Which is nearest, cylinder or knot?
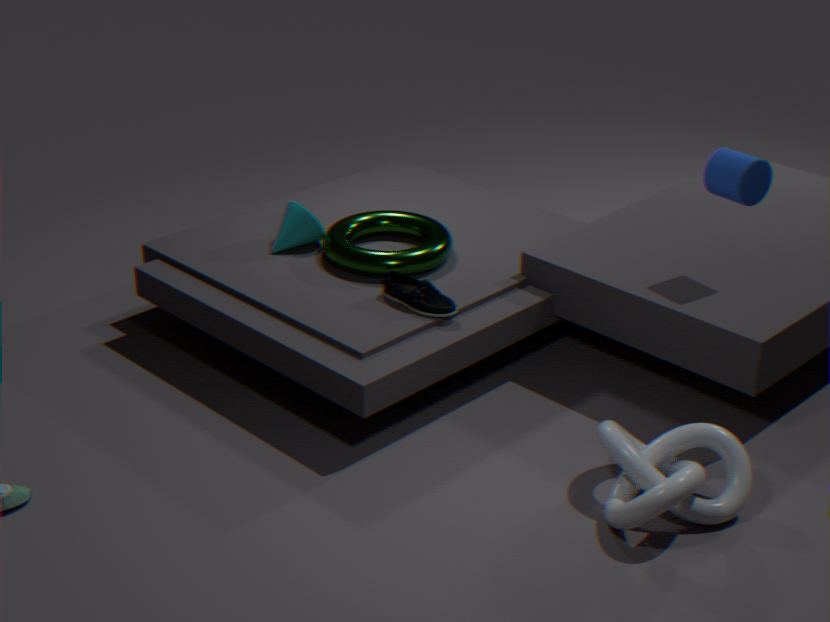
knot
